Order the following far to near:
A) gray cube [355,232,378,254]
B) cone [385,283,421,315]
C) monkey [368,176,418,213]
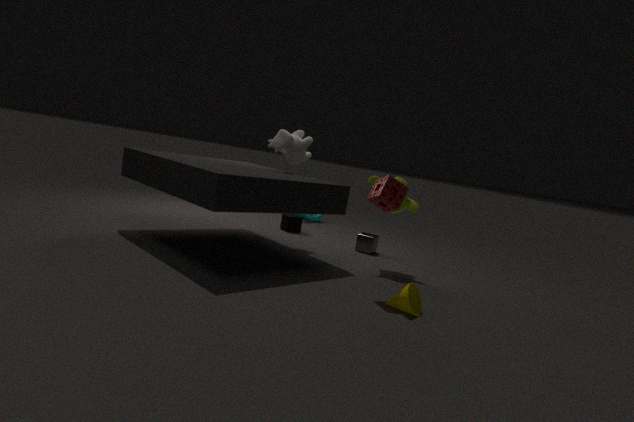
gray cube [355,232,378,254]
monkey [368,176,418,213]
cone [385,283,421,315]
